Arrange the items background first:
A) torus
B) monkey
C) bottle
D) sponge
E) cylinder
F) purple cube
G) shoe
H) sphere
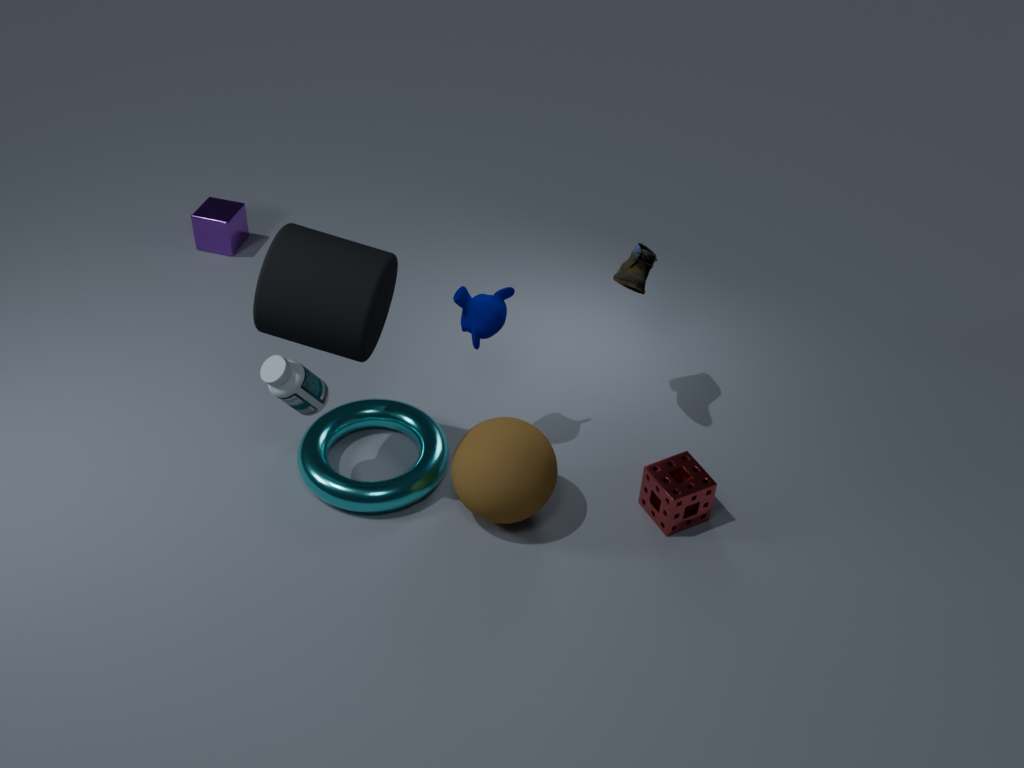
1. purple cube
2. shoe
3. torus
4. monkey
5. sponge
6. sphere
7. bottle
8. cylinder
